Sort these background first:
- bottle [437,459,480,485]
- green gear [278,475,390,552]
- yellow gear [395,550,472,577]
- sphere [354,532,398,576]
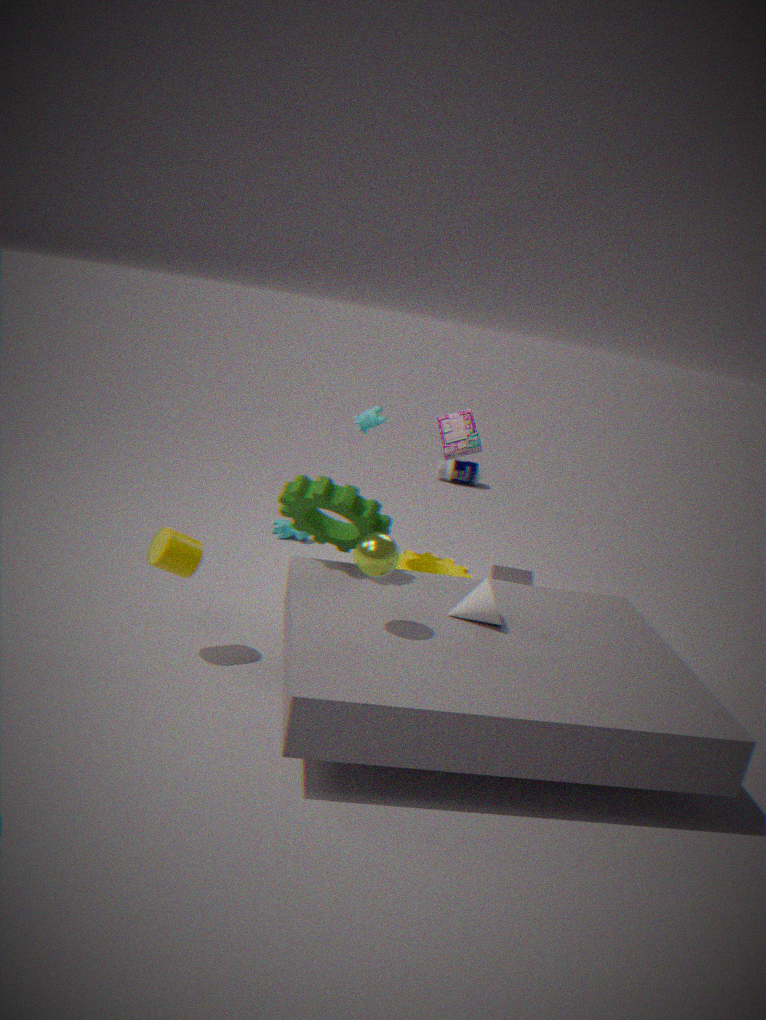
bottle [437,459,480,485]
yellow gear [395,550,472,577]
green gear [278,475,390,552]
sphere [354,532,398,576]
